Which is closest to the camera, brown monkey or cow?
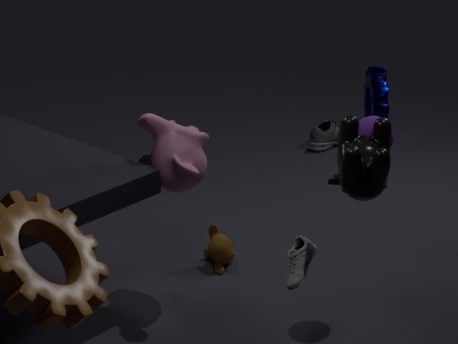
cow
